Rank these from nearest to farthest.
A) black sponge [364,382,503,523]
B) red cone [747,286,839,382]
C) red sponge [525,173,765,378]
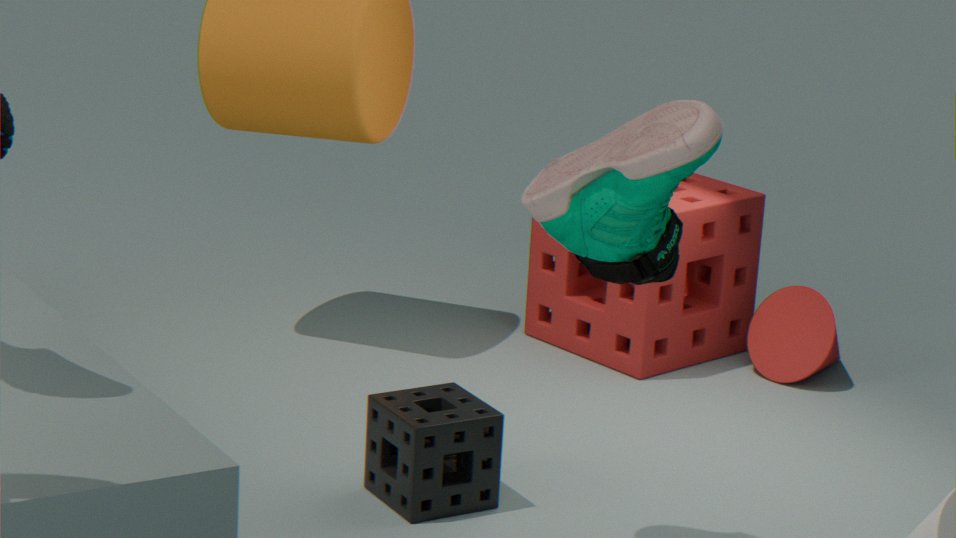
1. black sponge [364,382,503,523]
2. red cone [747,286,839,382]
3. red sponge [525,173,765,378]
